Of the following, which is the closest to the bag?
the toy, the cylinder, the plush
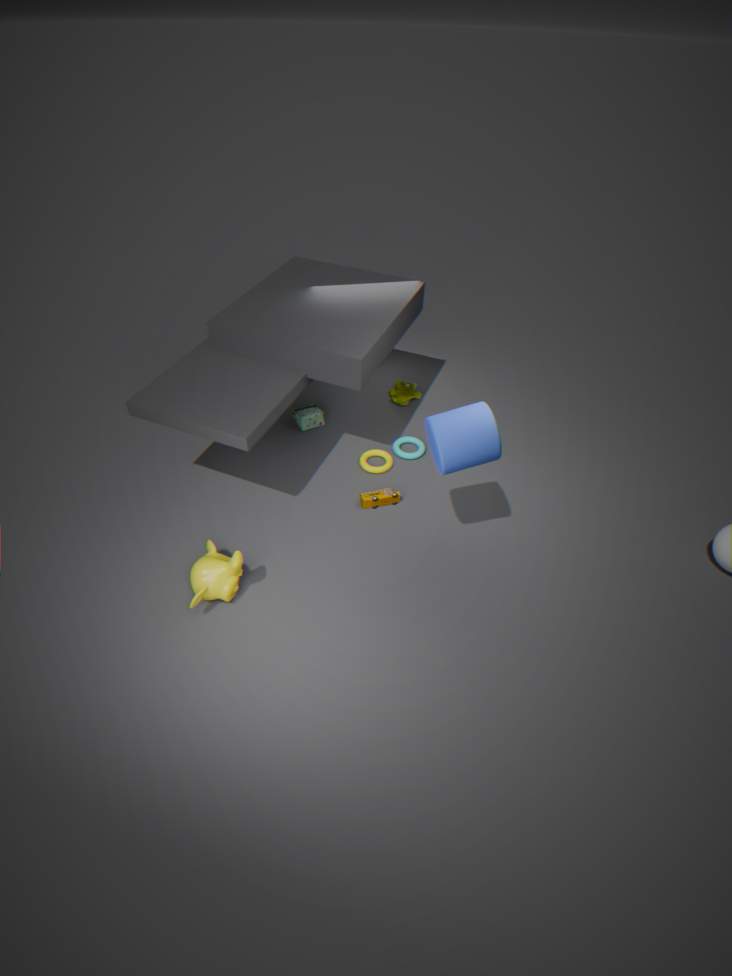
the plush
